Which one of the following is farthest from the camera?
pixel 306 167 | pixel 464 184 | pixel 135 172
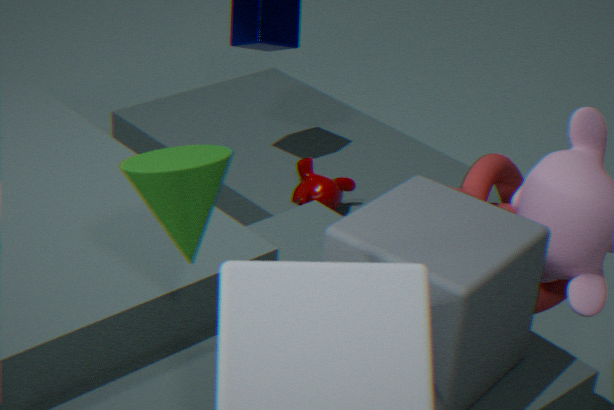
pixel 306 167
